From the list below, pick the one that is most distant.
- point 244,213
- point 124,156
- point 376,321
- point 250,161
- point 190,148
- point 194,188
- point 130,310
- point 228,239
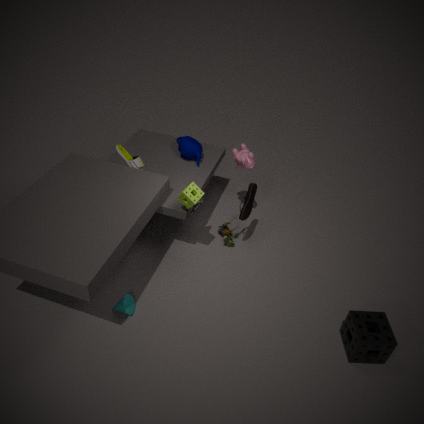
point 190,148
